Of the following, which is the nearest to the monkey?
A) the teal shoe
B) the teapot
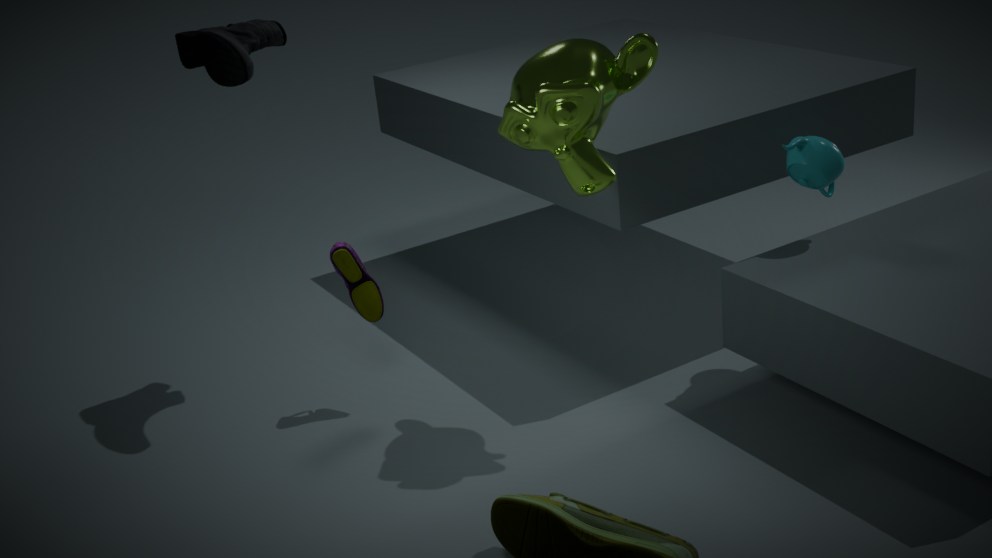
the teapot
